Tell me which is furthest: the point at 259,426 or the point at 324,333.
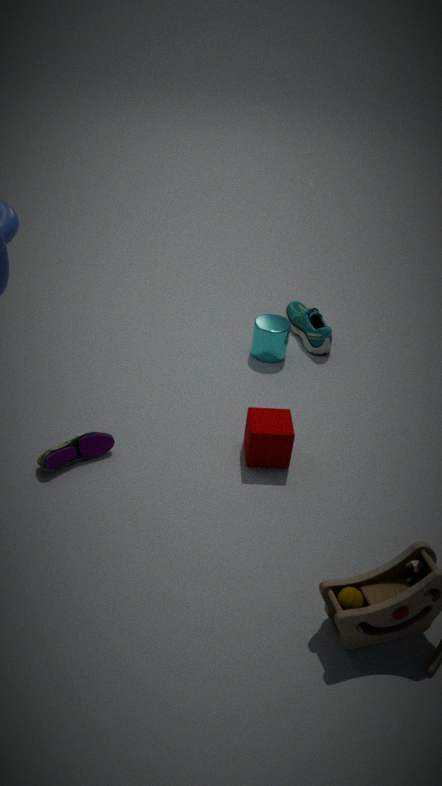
the point at 324,333
